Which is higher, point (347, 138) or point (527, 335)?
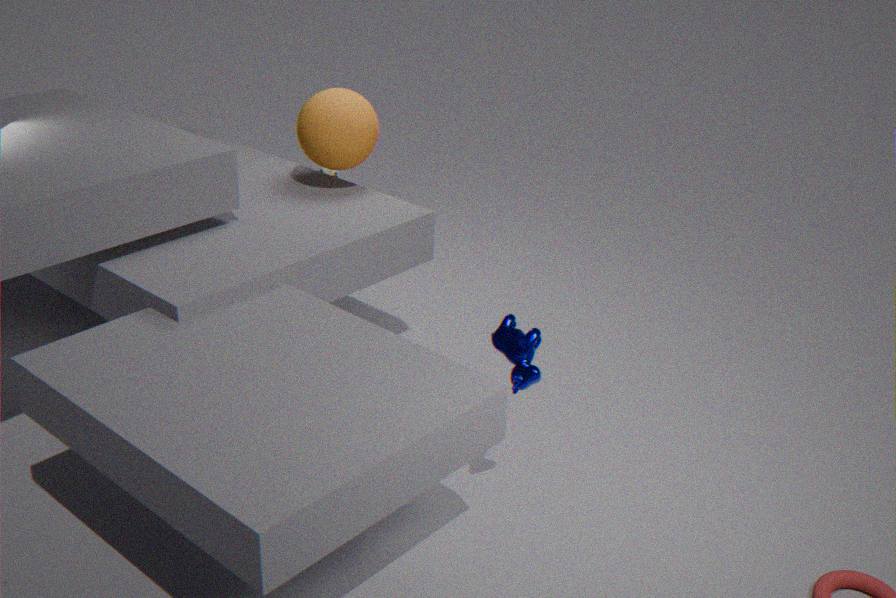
point (347, 138)
